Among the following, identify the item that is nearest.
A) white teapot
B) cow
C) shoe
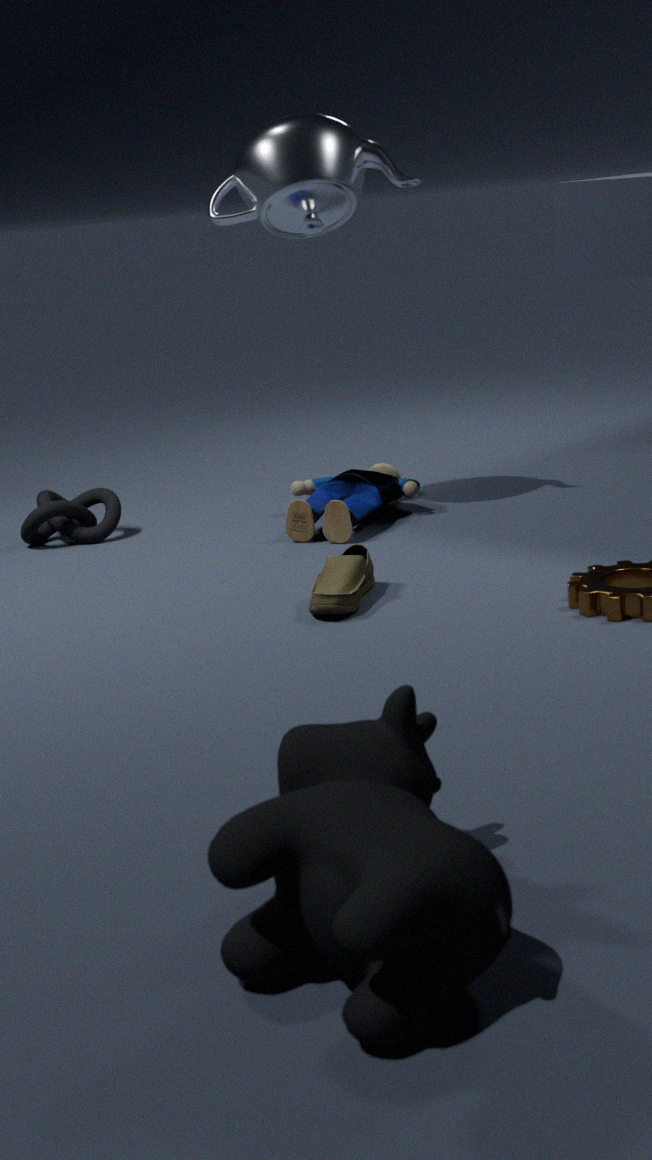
cow
